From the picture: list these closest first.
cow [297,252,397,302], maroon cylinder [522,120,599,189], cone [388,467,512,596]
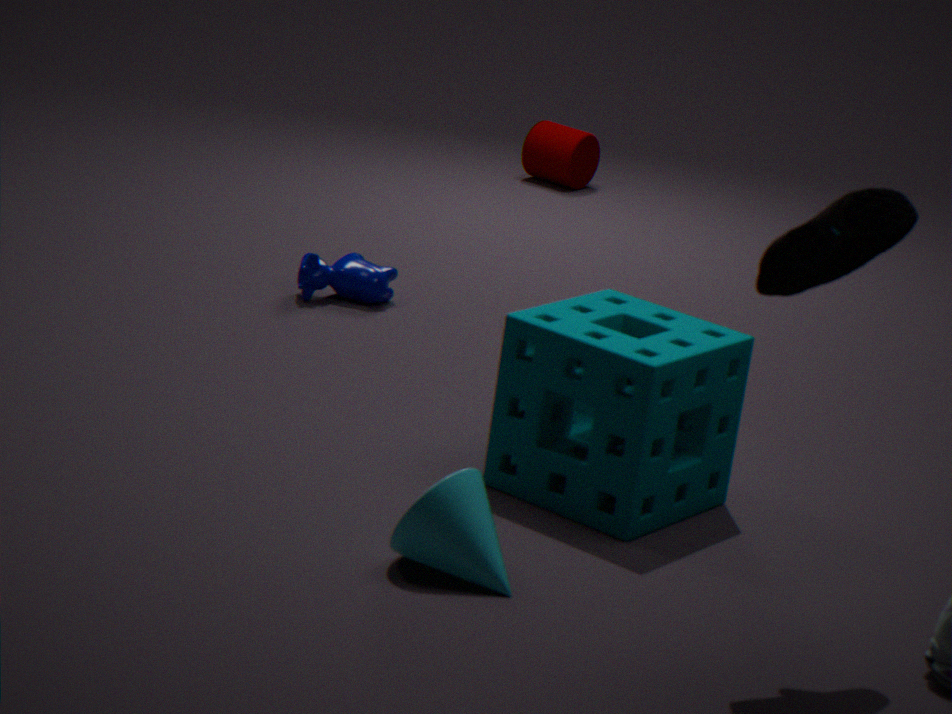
cone [388,467,512,596], cow [297,252,397,302], maroon cylinder [522,120,599,189]
